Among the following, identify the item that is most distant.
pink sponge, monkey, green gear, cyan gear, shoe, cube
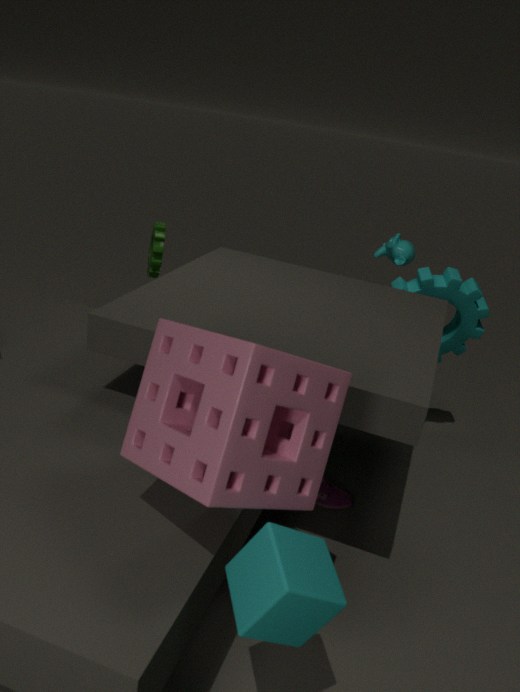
monkey
